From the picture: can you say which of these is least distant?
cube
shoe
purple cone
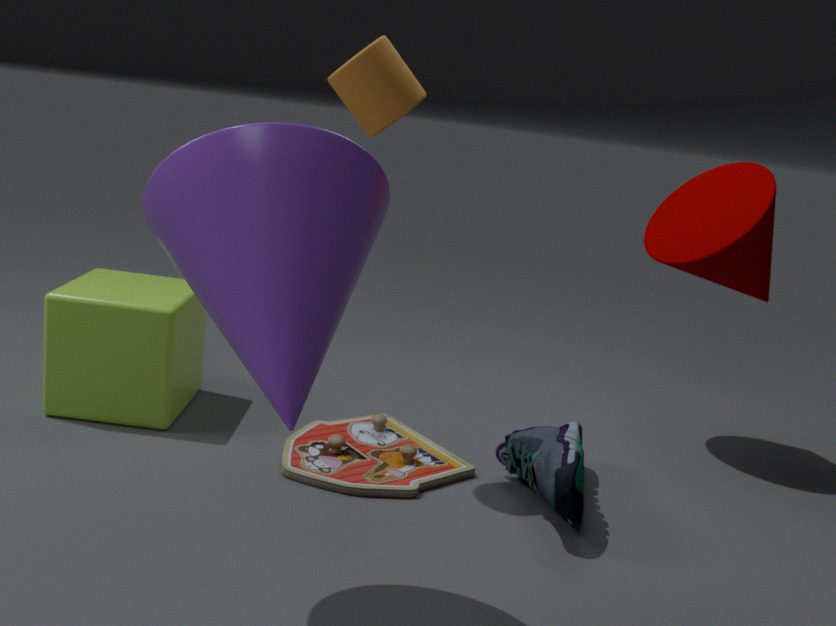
purple cone
